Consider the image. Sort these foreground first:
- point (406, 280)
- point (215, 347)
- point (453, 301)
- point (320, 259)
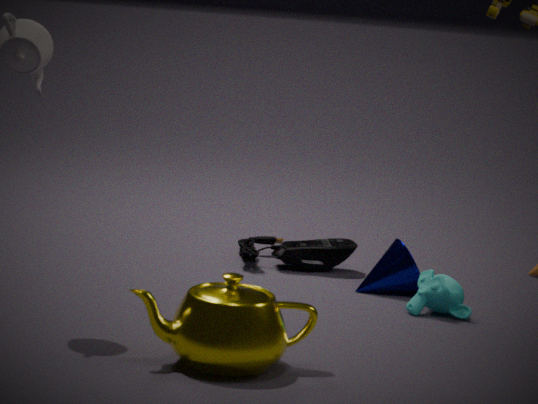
point (215, 347) → point (453, 301) → point (406, 280) → point (320, 259)
